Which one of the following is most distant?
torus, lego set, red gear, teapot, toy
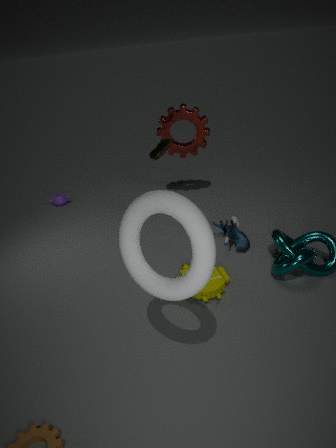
teapot
